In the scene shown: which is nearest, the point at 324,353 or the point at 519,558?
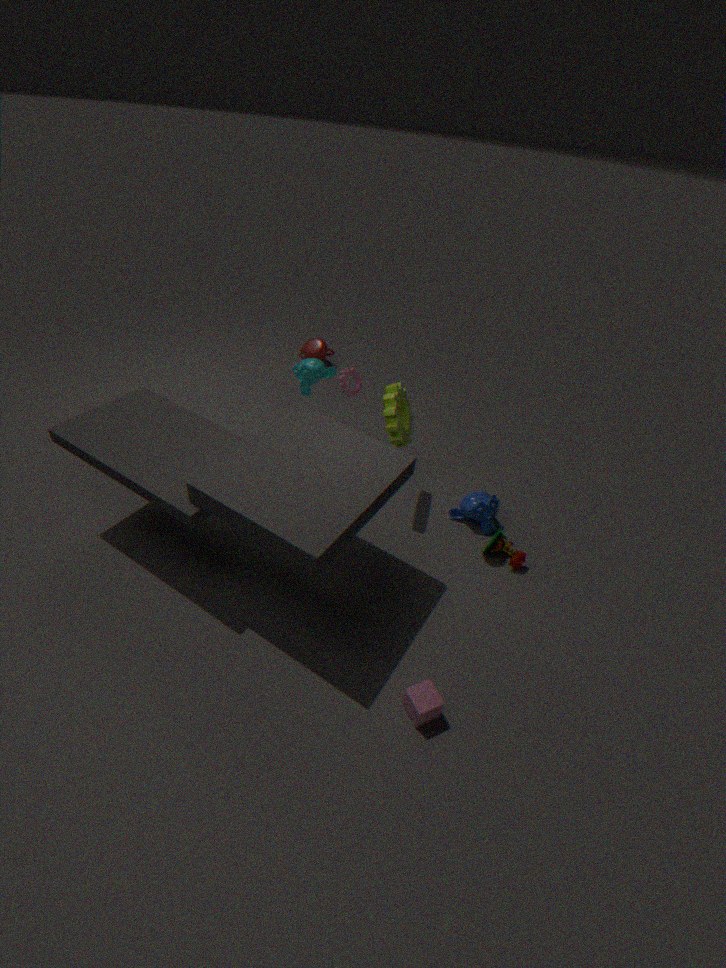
the point at 519,558
